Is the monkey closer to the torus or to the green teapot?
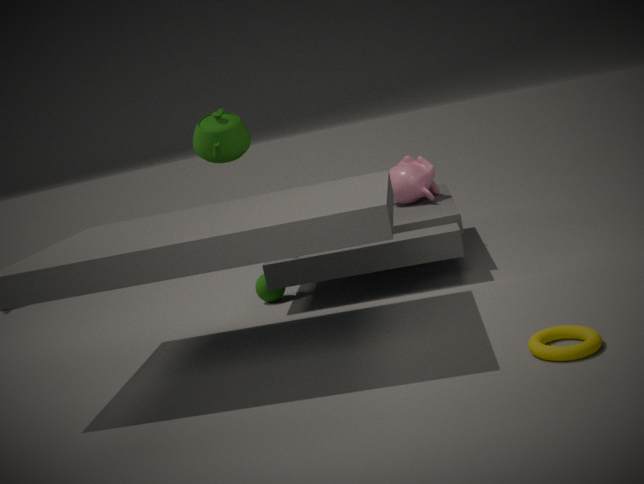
the green teapot
